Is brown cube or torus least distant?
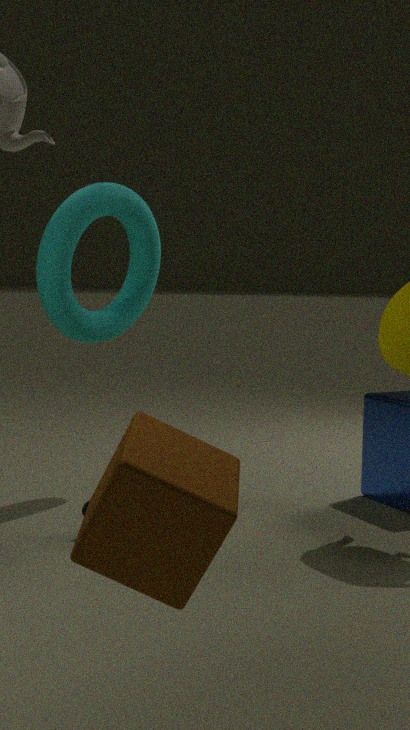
brown cube
